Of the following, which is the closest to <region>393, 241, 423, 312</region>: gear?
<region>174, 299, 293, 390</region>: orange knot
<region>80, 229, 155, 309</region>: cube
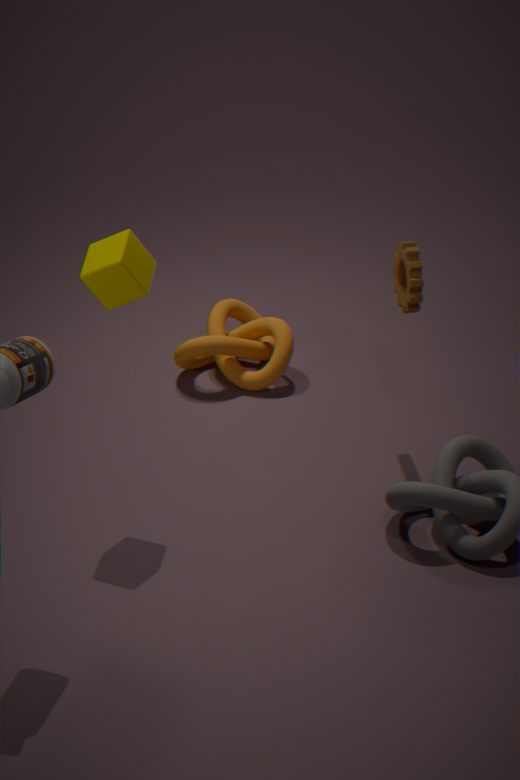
<region>174, 299, 293, 390</region>: orange knot
